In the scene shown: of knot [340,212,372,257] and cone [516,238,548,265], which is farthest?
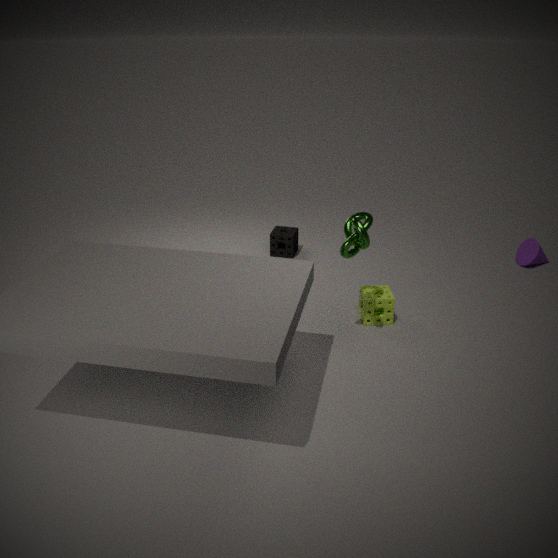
cone [516,238,548,265]
